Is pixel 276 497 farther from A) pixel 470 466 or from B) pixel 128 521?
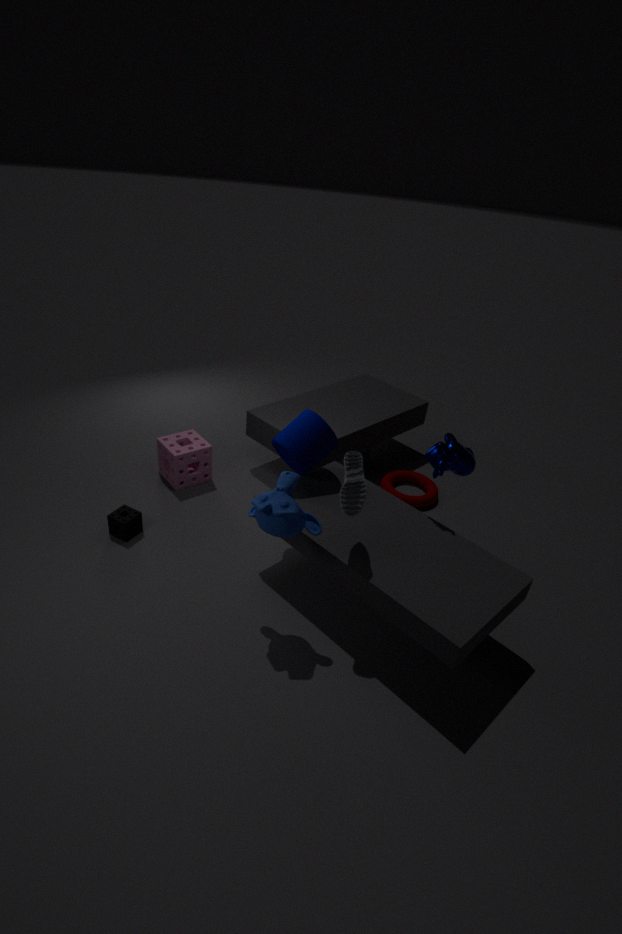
B) pixel 128 521
